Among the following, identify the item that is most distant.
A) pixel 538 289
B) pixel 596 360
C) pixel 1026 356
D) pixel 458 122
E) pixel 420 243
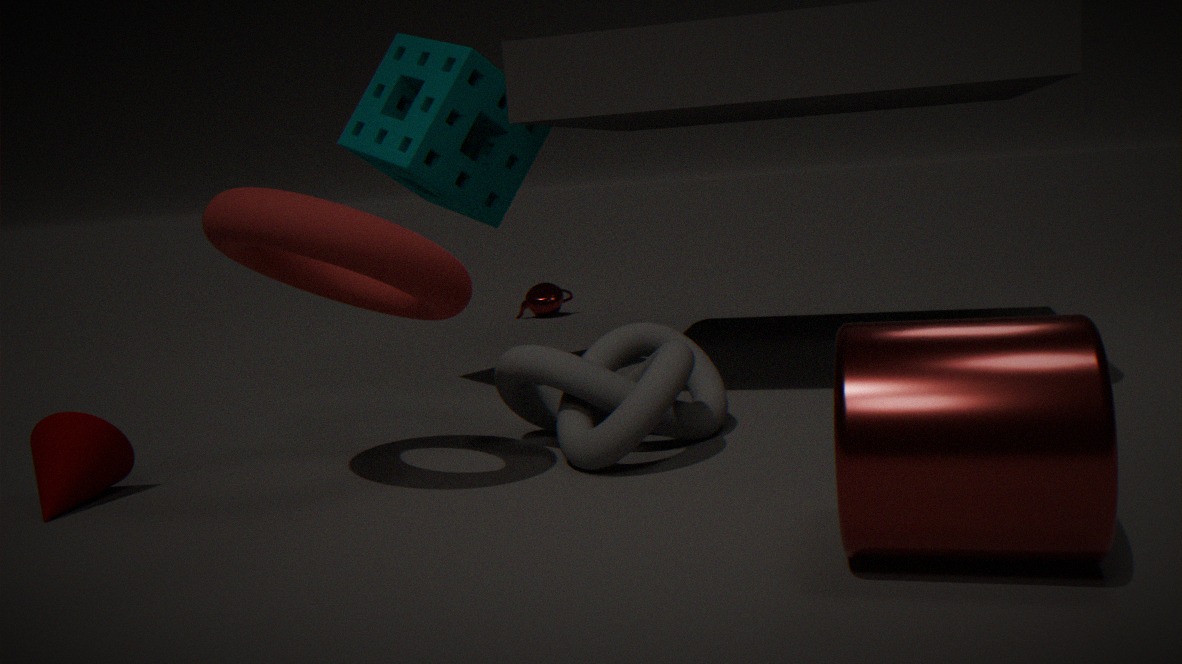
pixel 538 289
